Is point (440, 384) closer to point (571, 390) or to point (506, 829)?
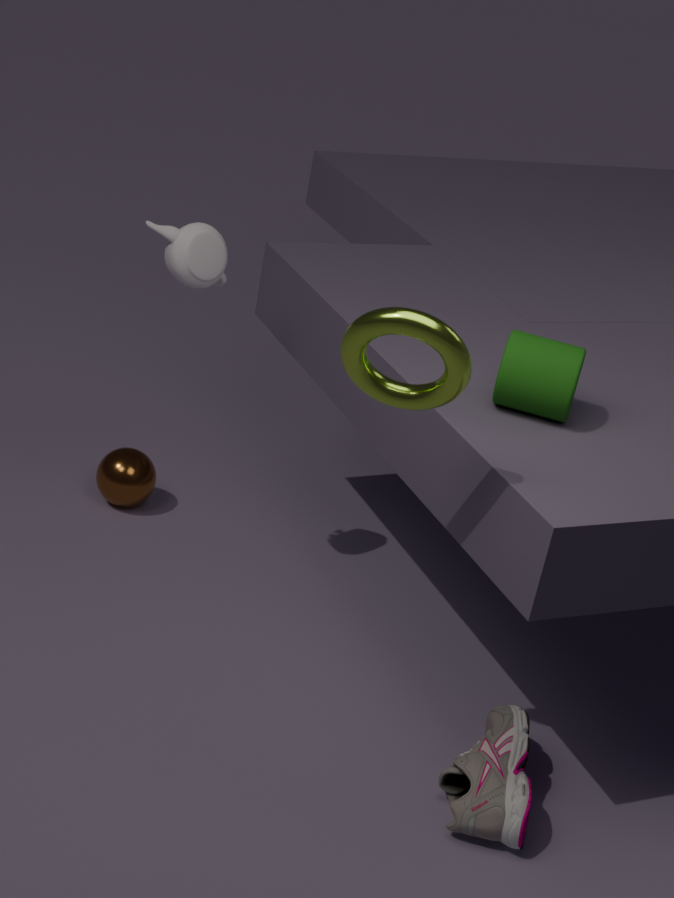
point (571, 390)
